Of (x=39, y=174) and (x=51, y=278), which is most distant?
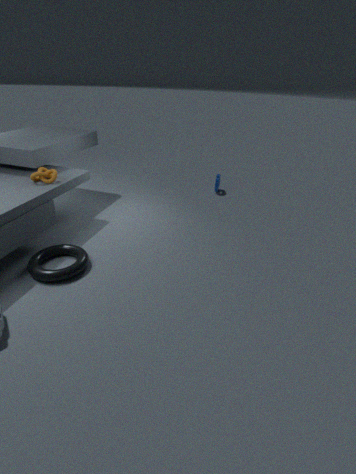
(x=39, y=174)
